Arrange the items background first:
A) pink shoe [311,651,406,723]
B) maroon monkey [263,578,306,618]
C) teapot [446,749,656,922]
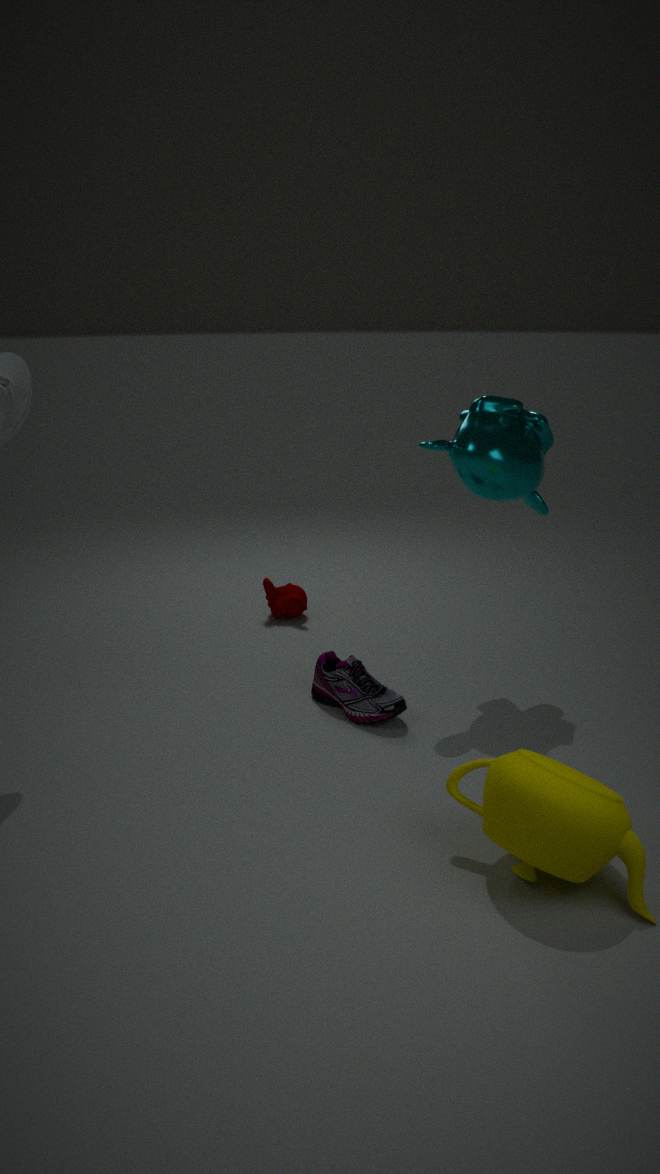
B. maroon monkey [263,578,306,618]
A. pink shoe [311,651,406,723]
C. teapot [446,749,656,922]
